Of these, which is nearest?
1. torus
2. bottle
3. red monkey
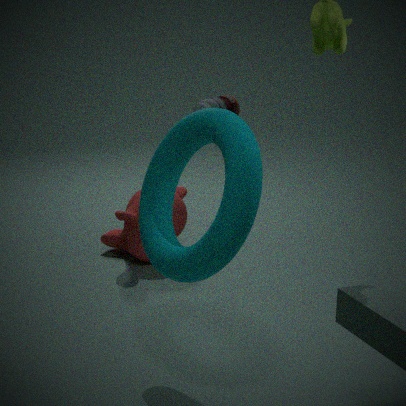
torus
